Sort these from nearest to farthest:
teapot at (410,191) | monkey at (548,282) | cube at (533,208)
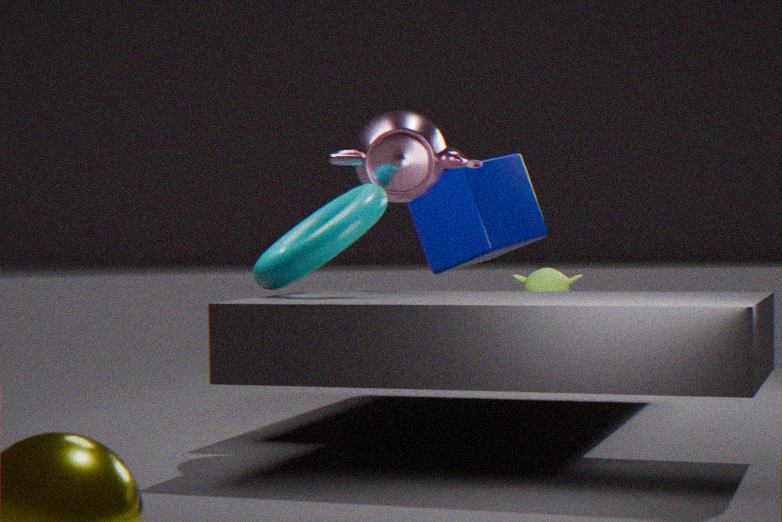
teapot at (410,191)
monkey at (548,282)
cube at (533,208)
